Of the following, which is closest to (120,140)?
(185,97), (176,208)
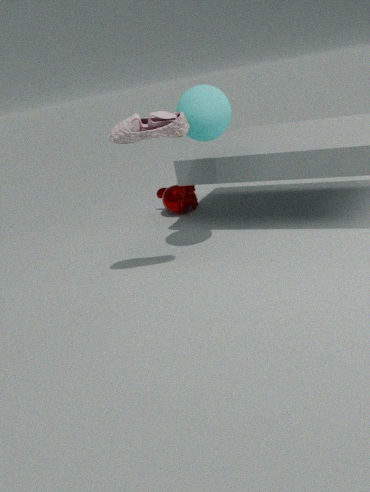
(185,97)
